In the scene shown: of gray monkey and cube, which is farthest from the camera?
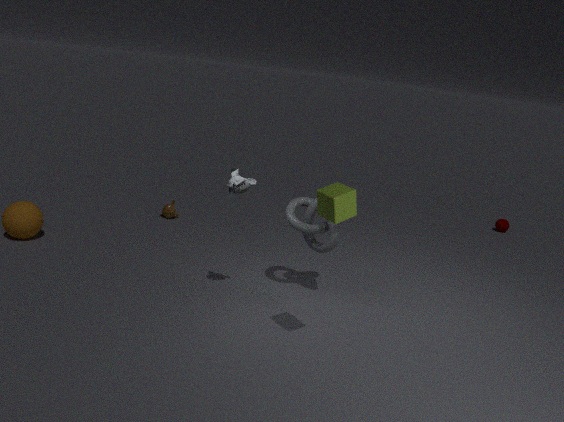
gray monkey
